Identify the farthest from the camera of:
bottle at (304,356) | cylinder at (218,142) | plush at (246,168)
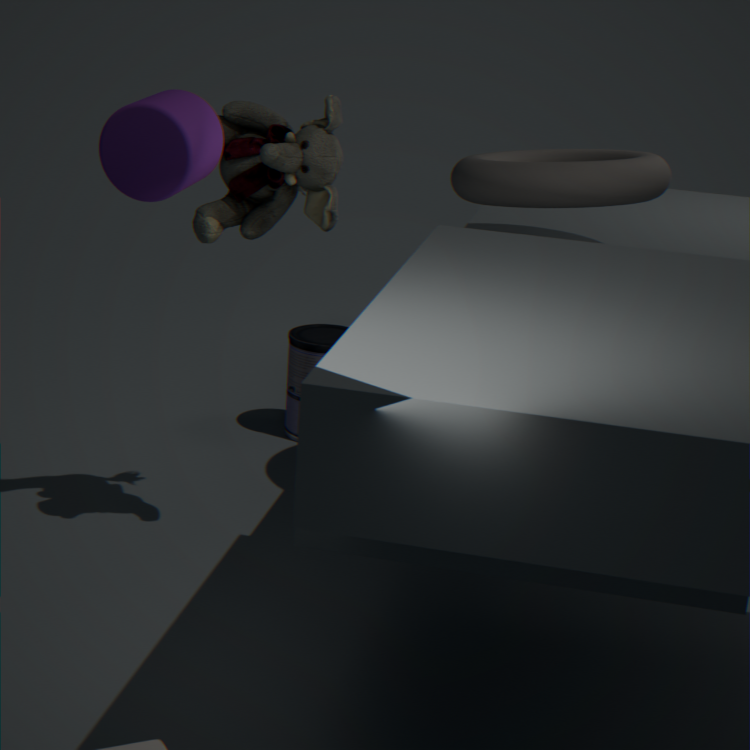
bottle at (304,356)
